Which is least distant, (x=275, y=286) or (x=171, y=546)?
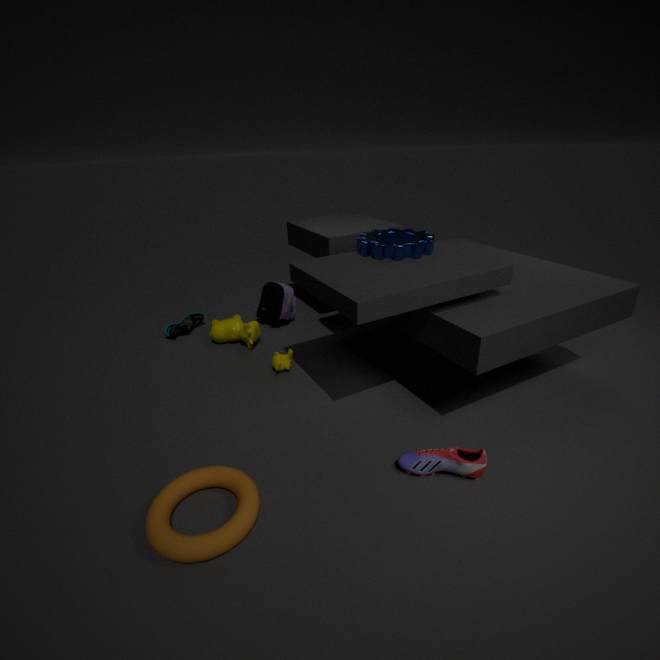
(x=171, y=546)
